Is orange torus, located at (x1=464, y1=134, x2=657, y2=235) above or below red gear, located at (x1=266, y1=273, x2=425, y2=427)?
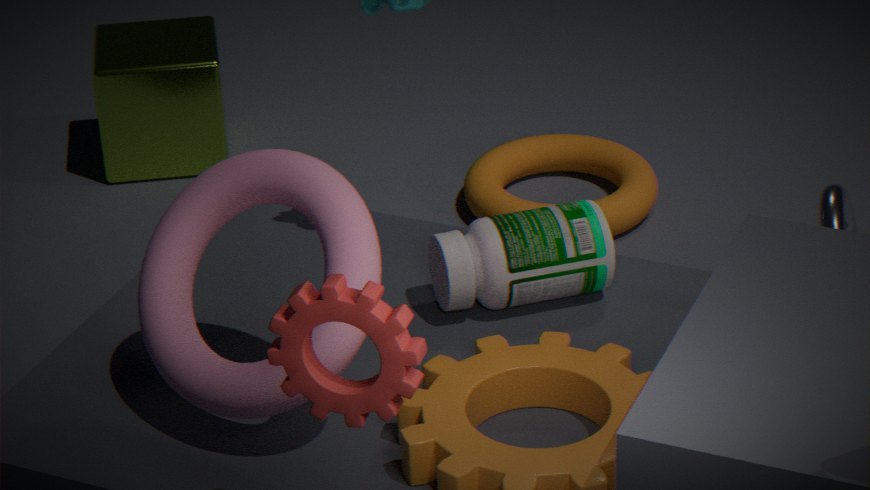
below
